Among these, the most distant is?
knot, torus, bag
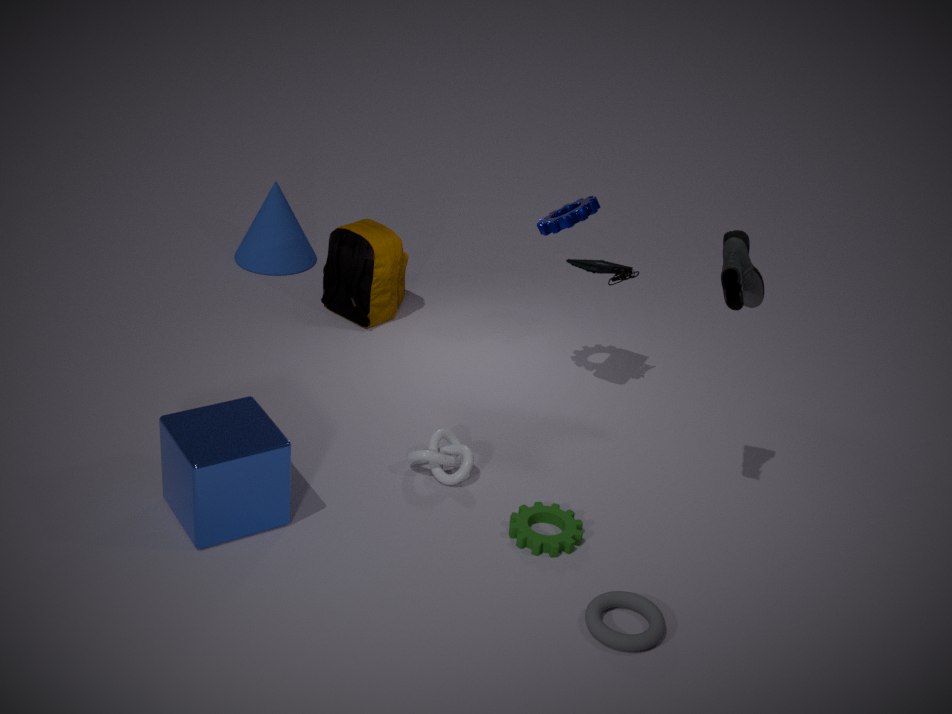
bag
